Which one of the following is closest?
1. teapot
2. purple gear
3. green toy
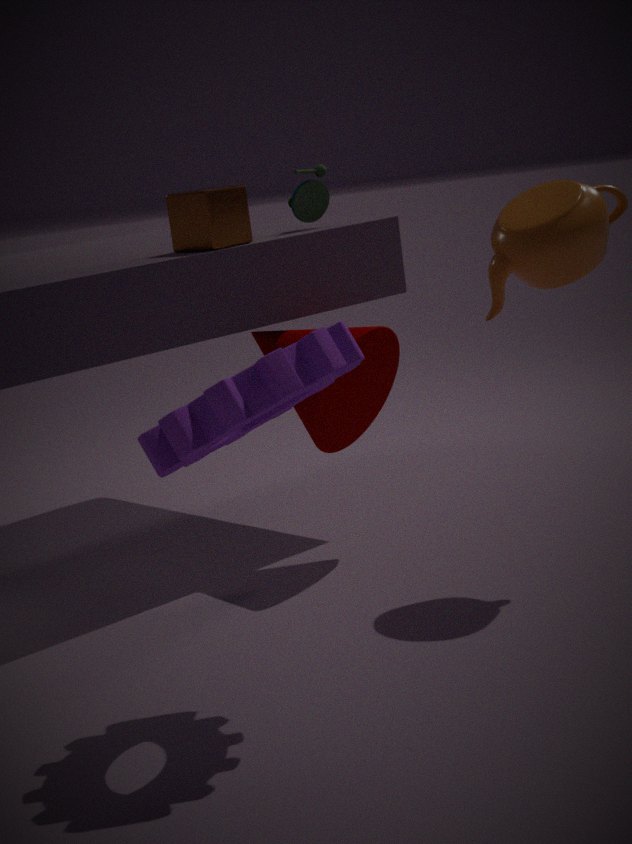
purple gear
